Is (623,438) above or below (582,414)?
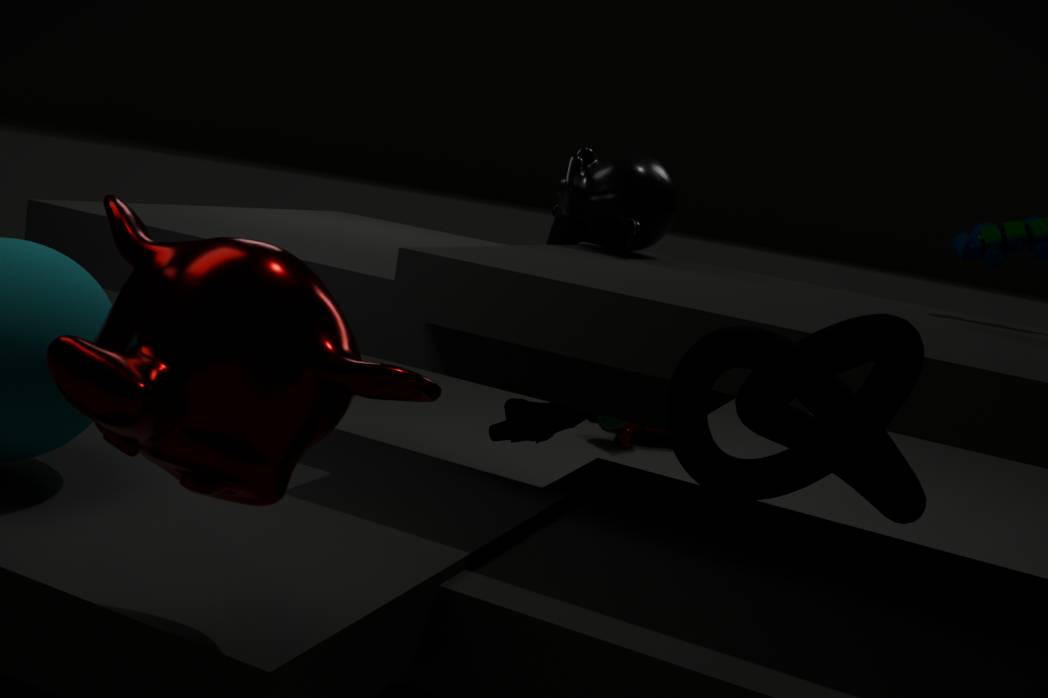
below
